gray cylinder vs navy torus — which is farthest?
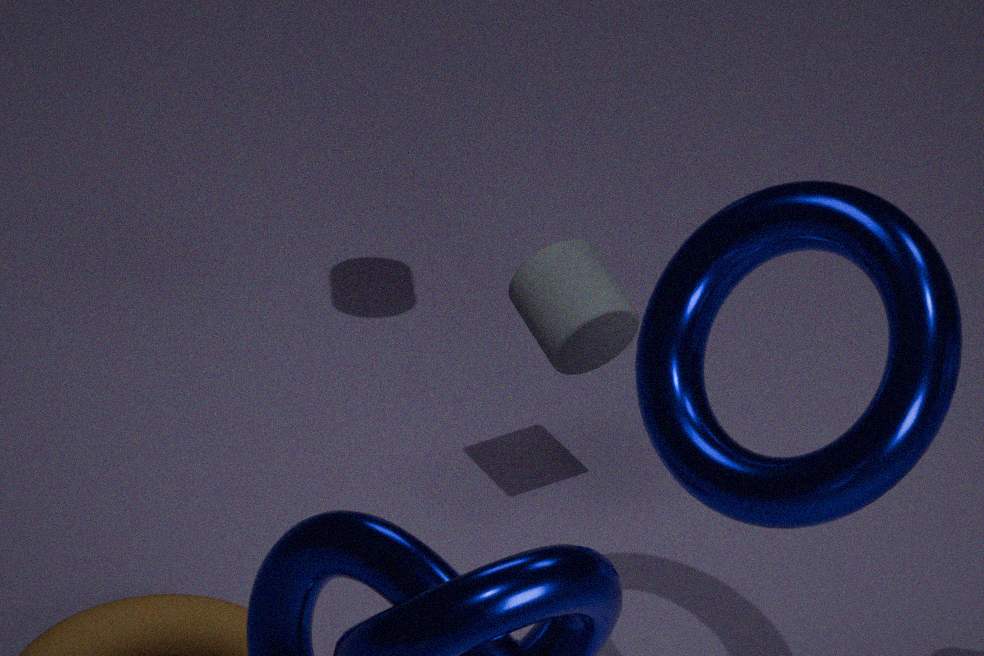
gray cylinder
